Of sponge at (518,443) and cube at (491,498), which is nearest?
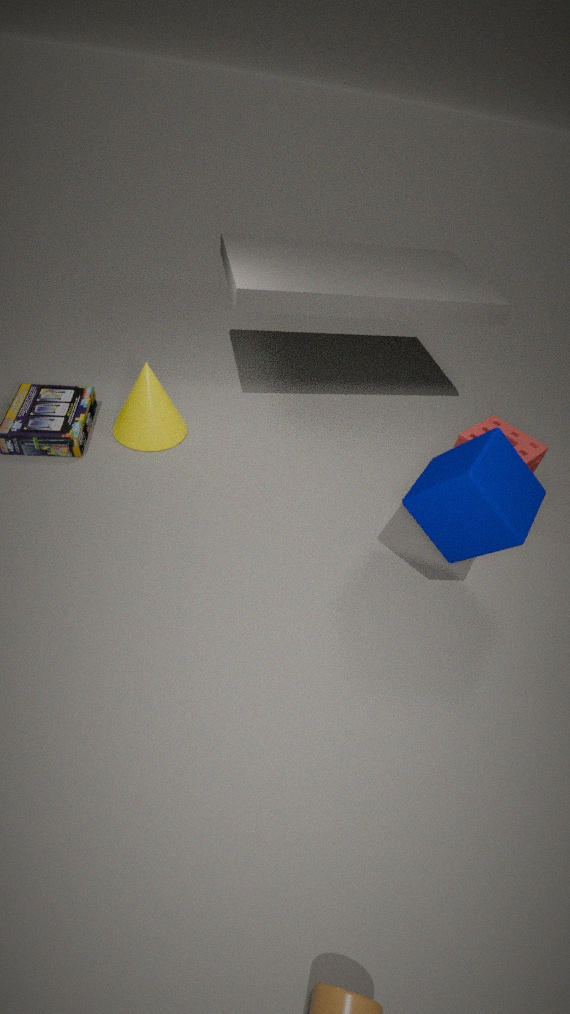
cube at (491,498)
